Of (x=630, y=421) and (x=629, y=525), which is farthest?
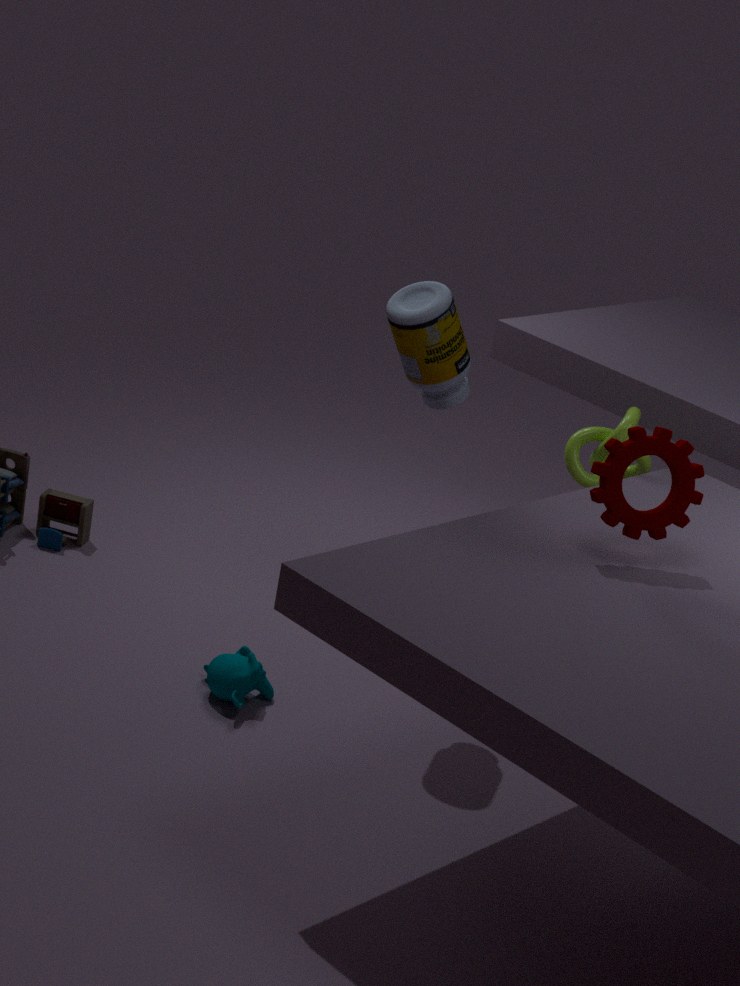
(x=630, y=421)
